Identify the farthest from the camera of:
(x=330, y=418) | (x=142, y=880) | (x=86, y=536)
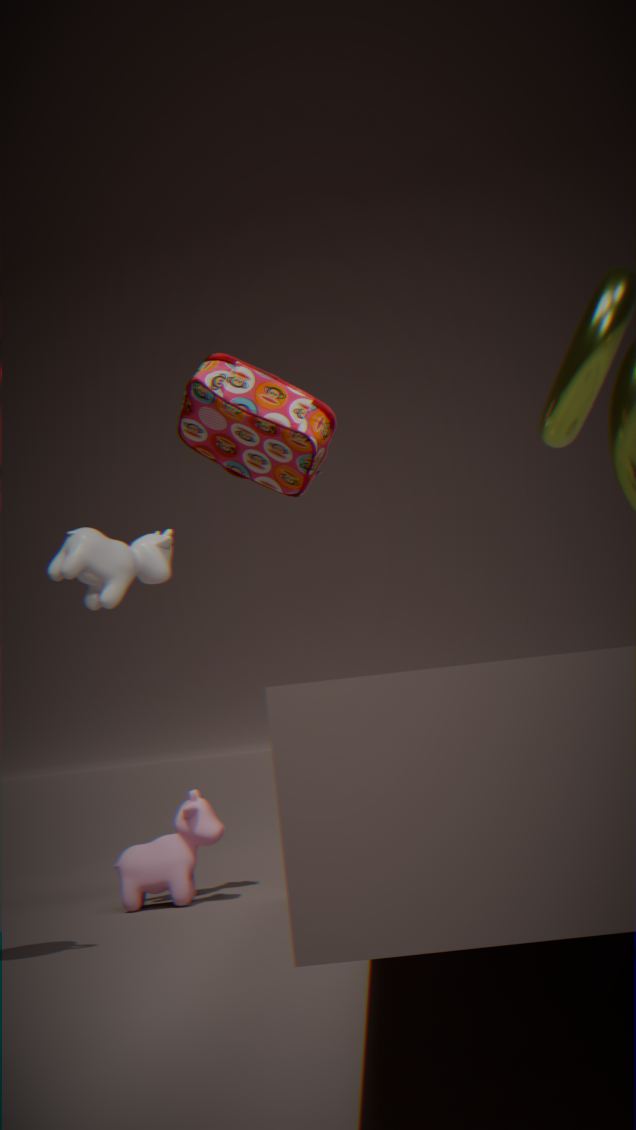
(x=142, y=880)
